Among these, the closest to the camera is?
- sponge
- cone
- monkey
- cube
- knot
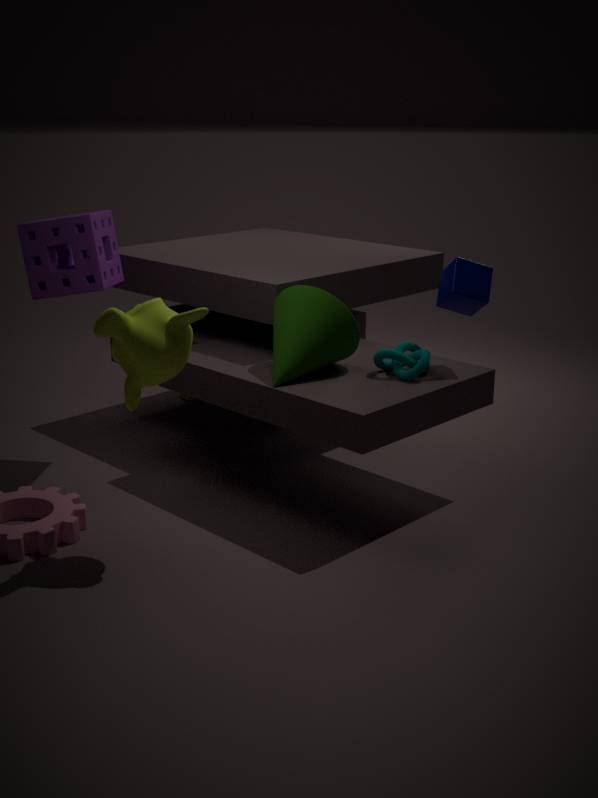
monkey
